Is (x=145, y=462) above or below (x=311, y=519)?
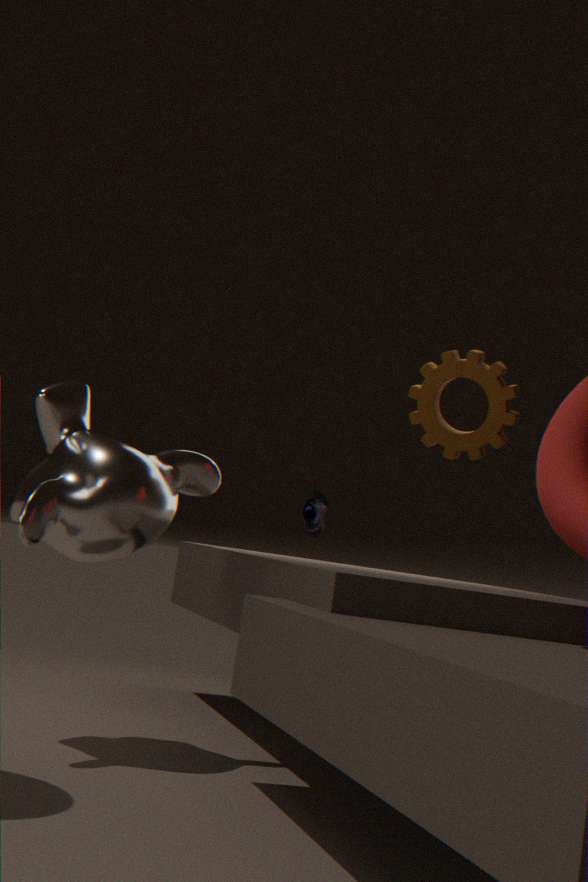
below
